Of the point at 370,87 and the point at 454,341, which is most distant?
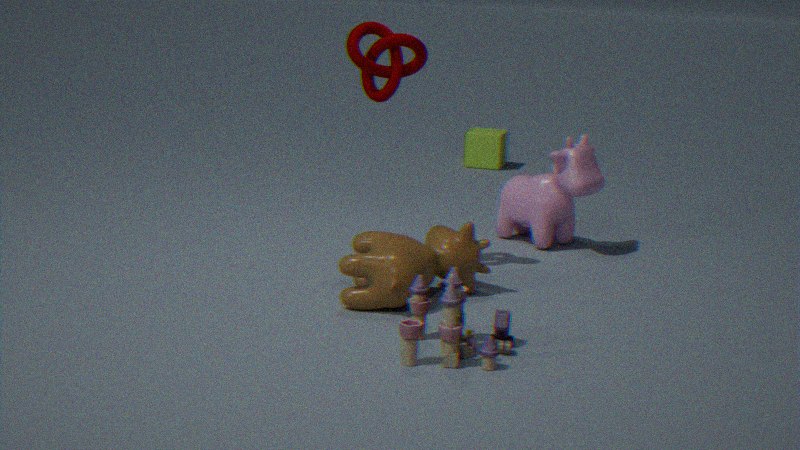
the point at 370,87
